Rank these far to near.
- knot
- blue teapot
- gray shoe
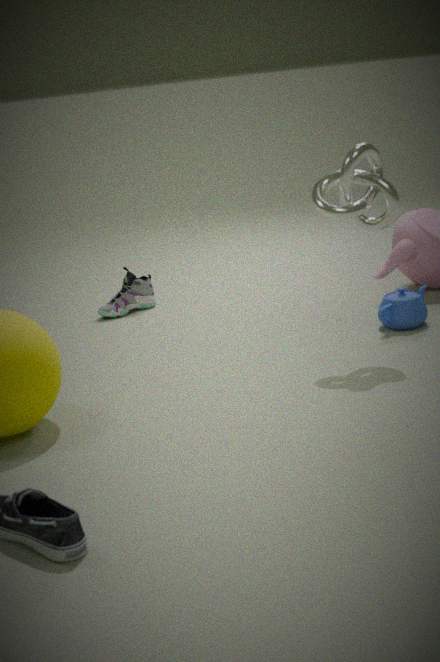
gray shoe < blue teapot < knot
